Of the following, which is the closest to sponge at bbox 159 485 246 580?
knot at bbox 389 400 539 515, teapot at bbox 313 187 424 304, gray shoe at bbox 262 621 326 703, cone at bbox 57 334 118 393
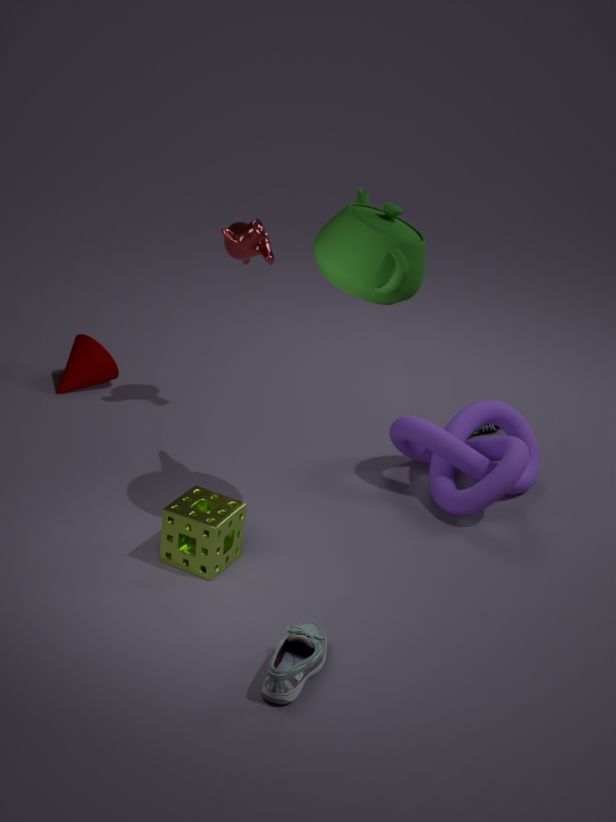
gray shoe at bbox 262 621 326 703
